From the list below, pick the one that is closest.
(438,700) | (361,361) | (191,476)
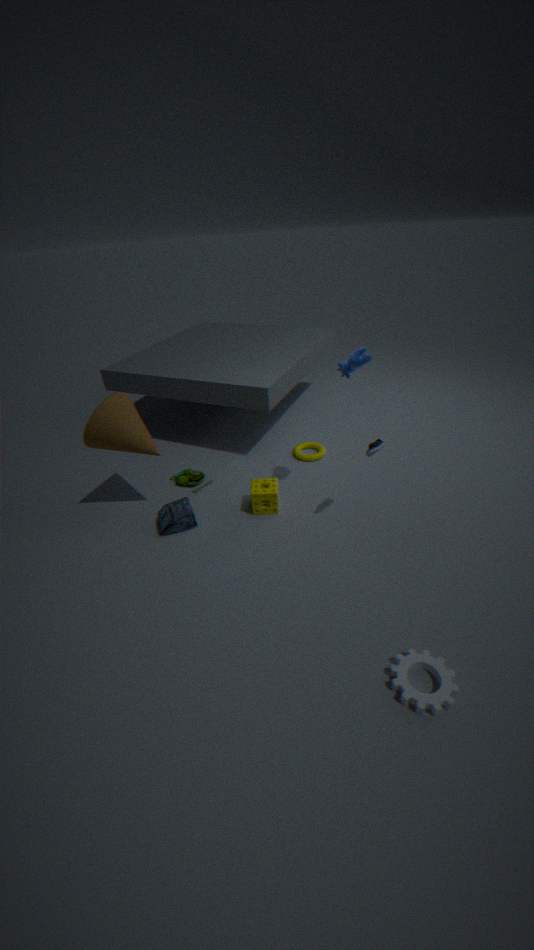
(438,700)
